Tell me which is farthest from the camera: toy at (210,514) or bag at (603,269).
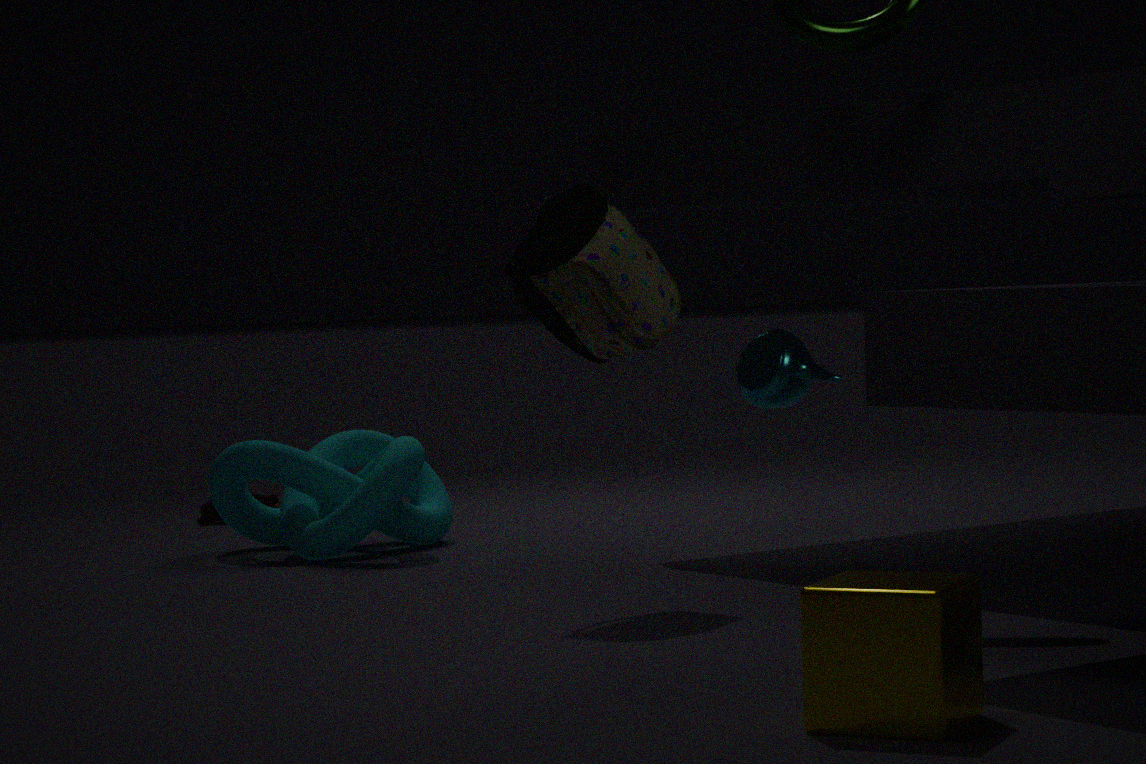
toy at (210,514)
